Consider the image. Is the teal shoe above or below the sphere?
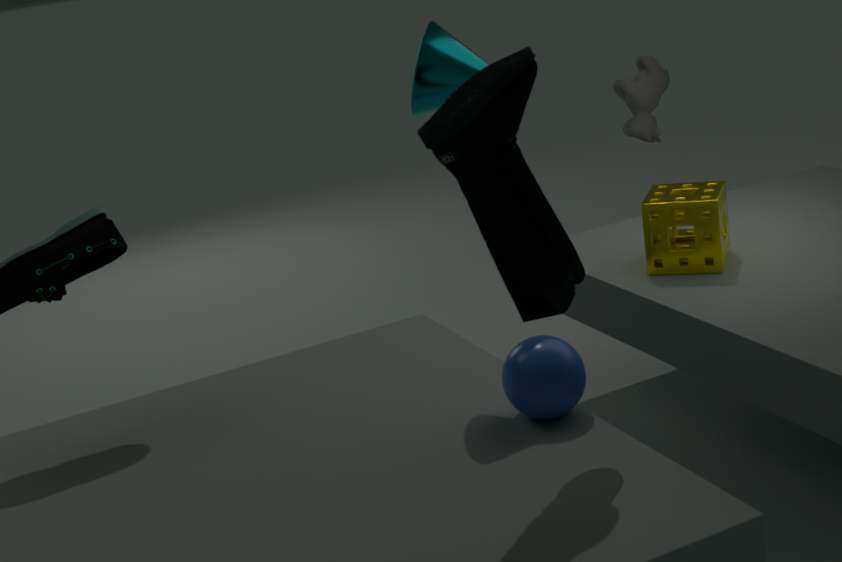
above
